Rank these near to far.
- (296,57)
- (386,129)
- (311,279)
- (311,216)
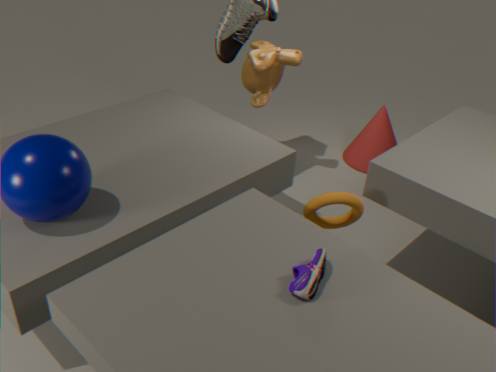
(311,279)
(311,216)
(296,57)
(386,129)
